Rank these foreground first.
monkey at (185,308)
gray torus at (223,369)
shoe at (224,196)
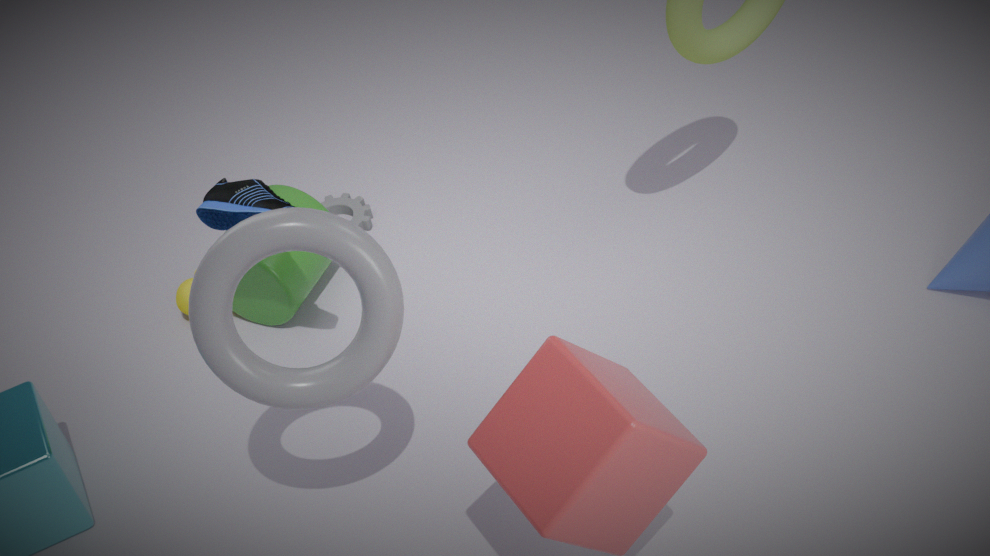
gray torus at (223,369) < shoe at (224,196) < monkey at (185,308)
